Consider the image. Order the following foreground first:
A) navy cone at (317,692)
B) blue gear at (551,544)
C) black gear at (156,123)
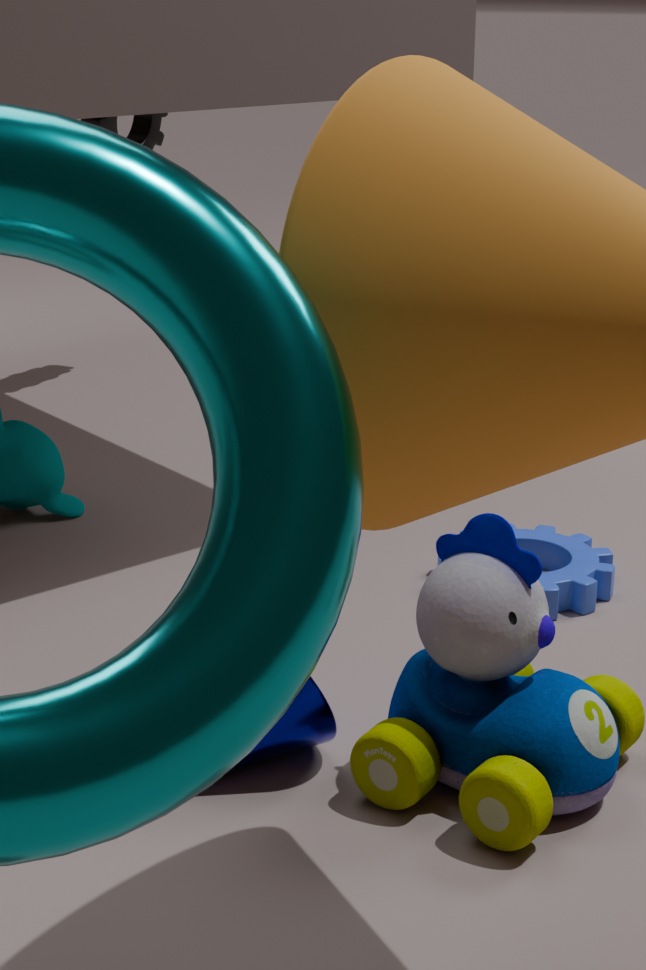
navy cone at (317,692), blue gear at (551,544), black gear at (156,123)
